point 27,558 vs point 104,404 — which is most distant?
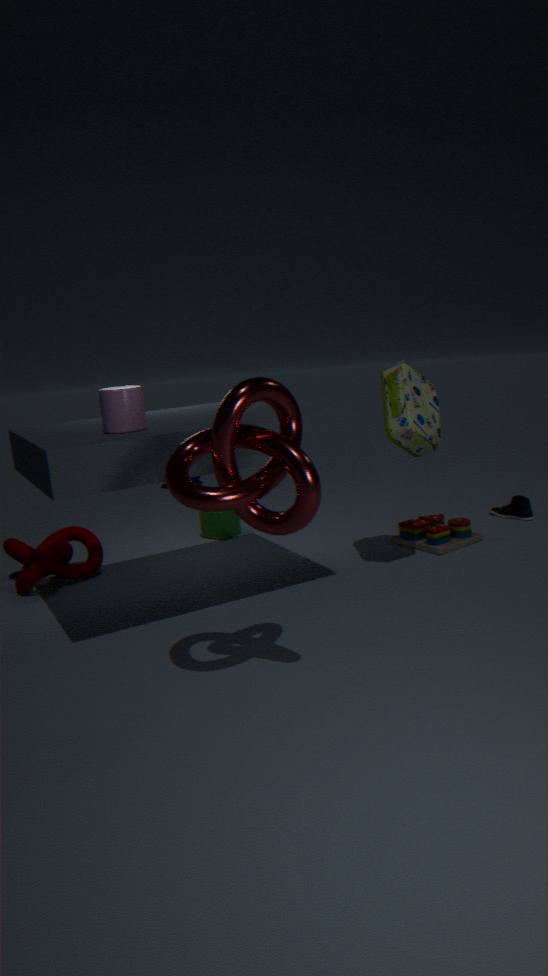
point 27,558
